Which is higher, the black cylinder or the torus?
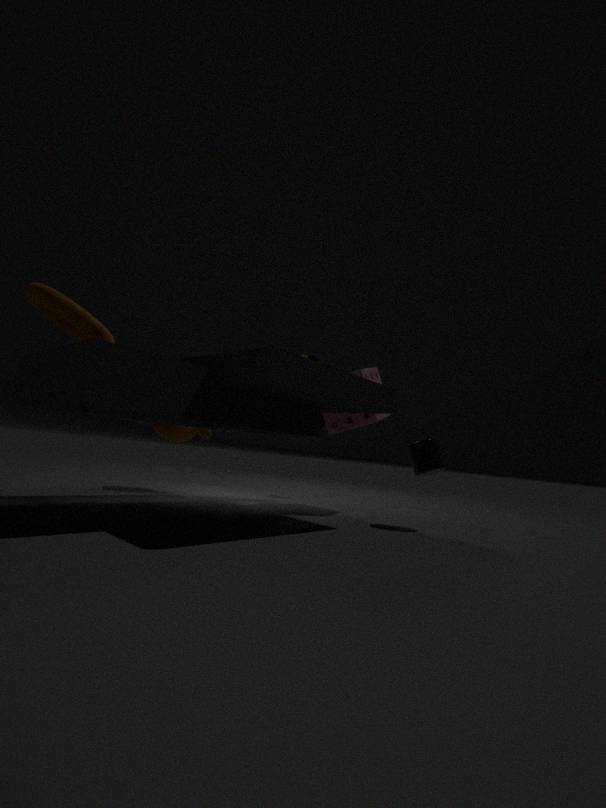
the torus
